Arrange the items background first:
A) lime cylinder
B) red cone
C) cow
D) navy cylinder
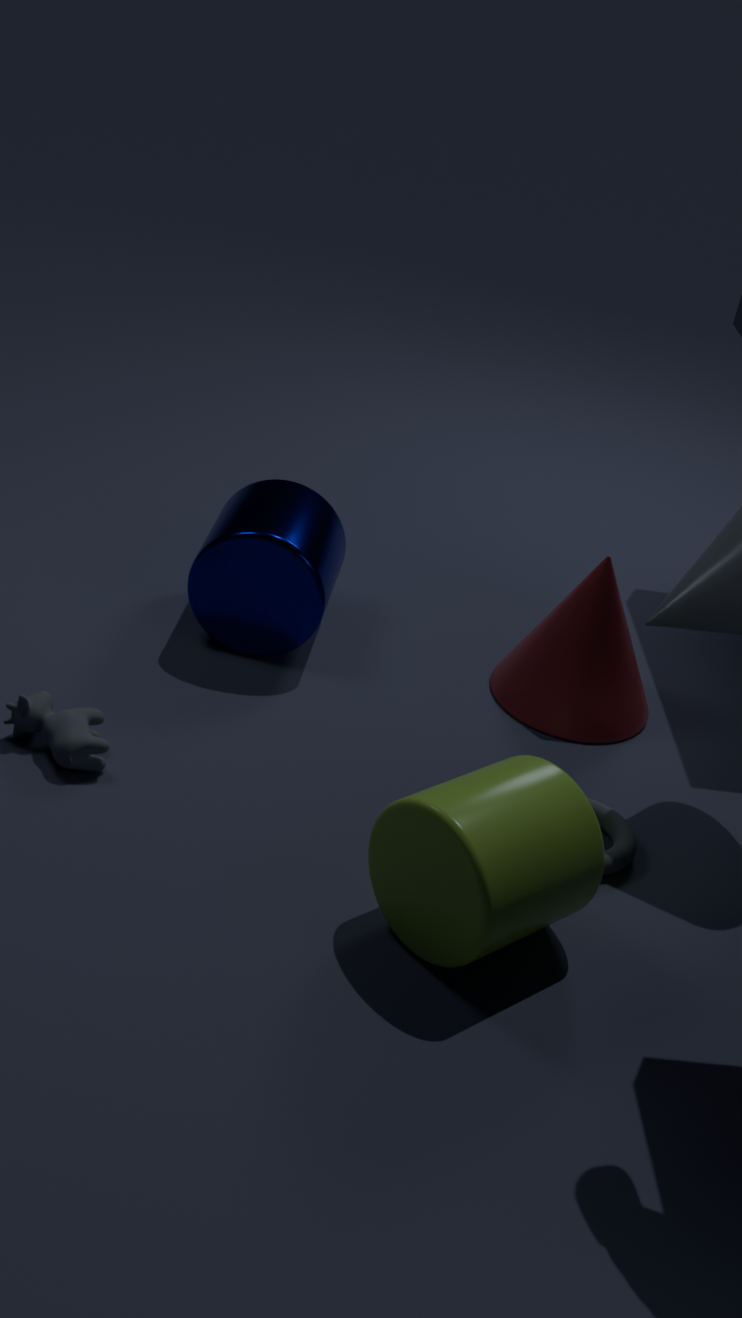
red cone
navy cylinder
cow
lime cylinder
